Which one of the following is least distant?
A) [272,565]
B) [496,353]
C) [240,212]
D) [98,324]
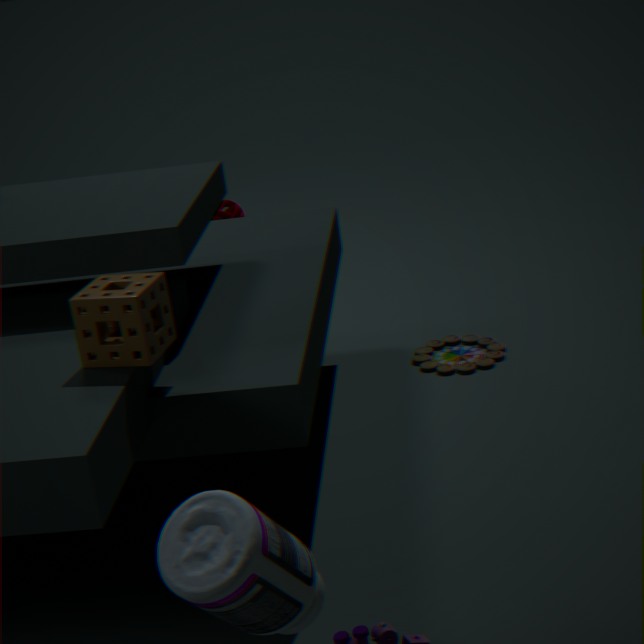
[272,565]
